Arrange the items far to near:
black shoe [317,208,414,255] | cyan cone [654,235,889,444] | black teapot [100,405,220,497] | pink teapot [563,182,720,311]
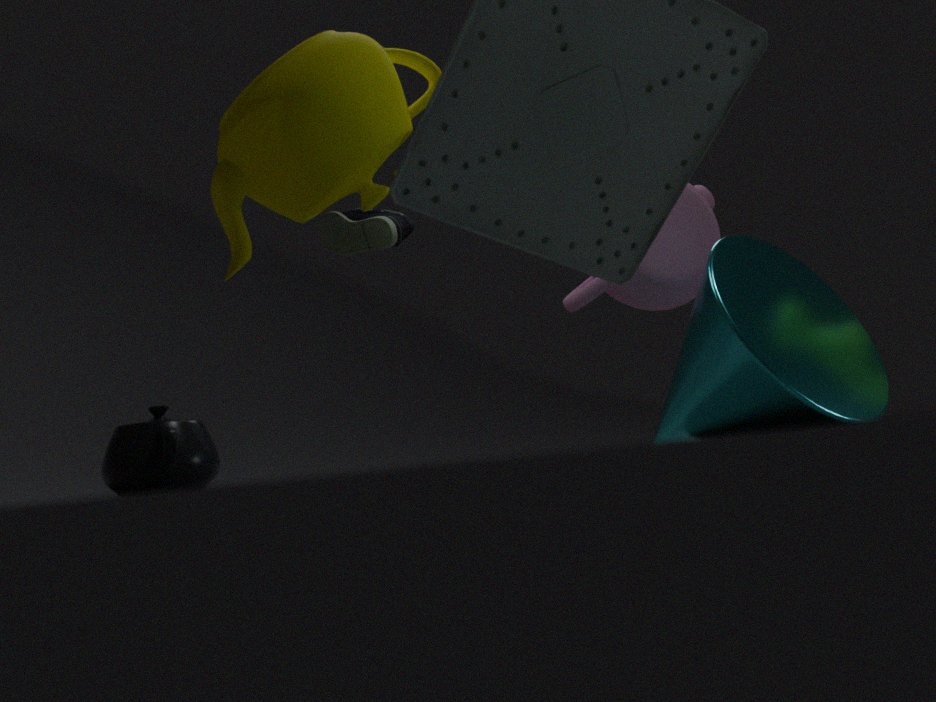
black shoe [317,208,414,255], pink teapot [563,182,720,311], cyan cone [654,235,889,444], black teapot [100,405,220,497]
